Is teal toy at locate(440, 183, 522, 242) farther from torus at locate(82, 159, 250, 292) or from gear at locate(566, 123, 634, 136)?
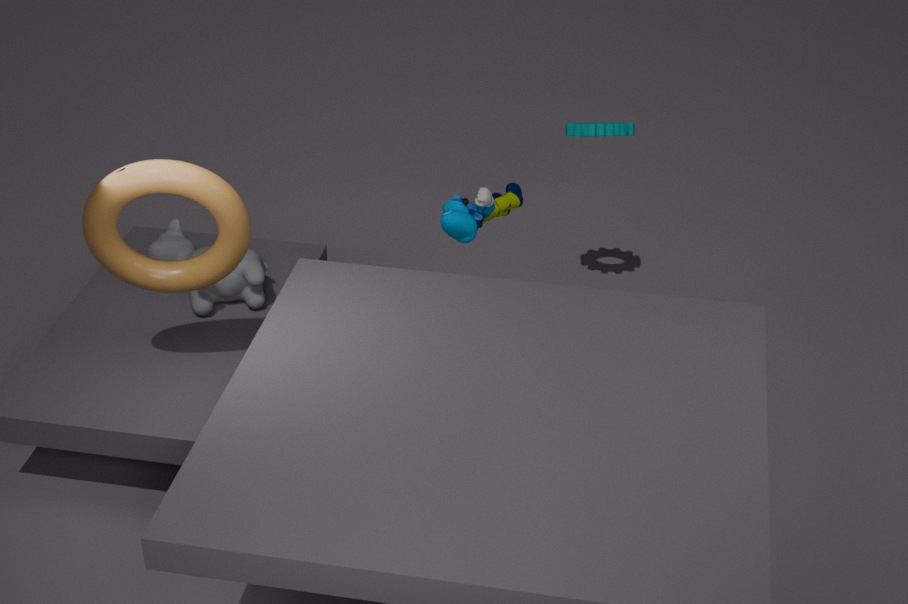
torus at locate(82, 159, 250, 292)
